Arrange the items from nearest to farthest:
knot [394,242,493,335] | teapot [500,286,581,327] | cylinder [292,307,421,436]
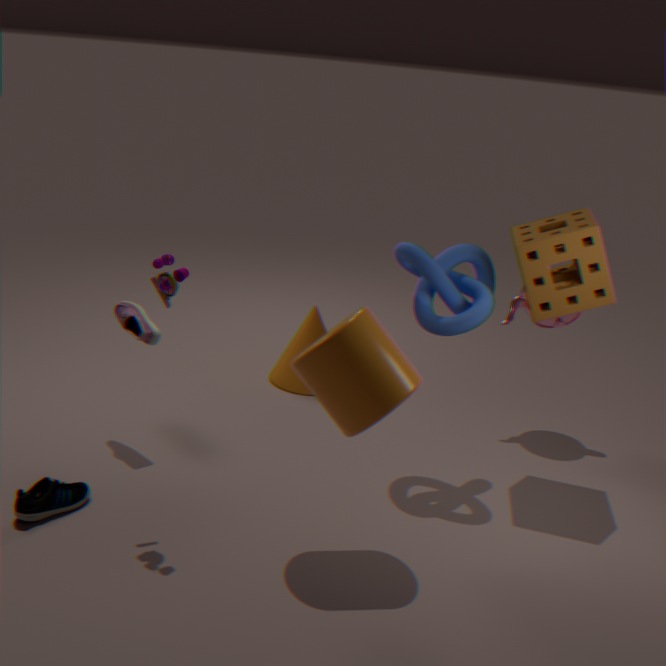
cylinder [292,307,421,436] < knot [394,242,493,335] < teapot [500,286,581,327]
